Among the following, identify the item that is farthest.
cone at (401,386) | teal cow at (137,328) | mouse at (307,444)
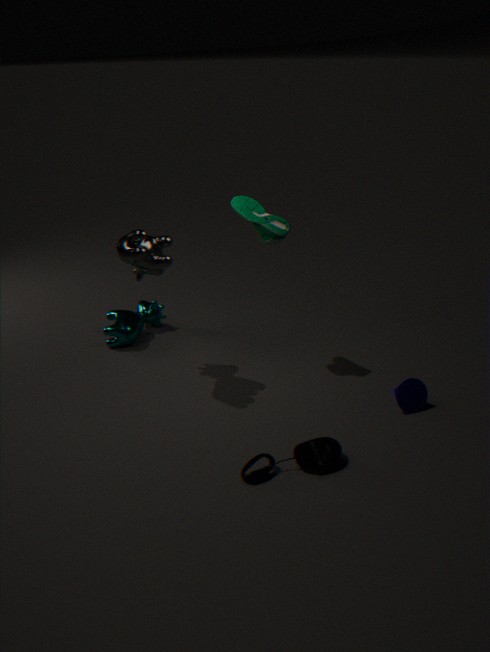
teal cow at (137,328)
